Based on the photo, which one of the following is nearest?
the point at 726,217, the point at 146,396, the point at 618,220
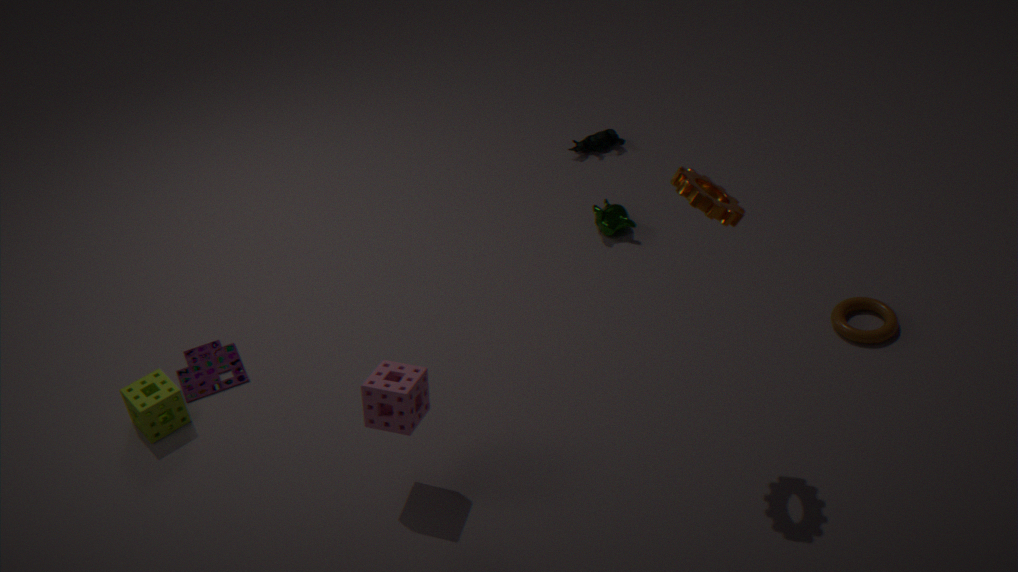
the point at 726,217
